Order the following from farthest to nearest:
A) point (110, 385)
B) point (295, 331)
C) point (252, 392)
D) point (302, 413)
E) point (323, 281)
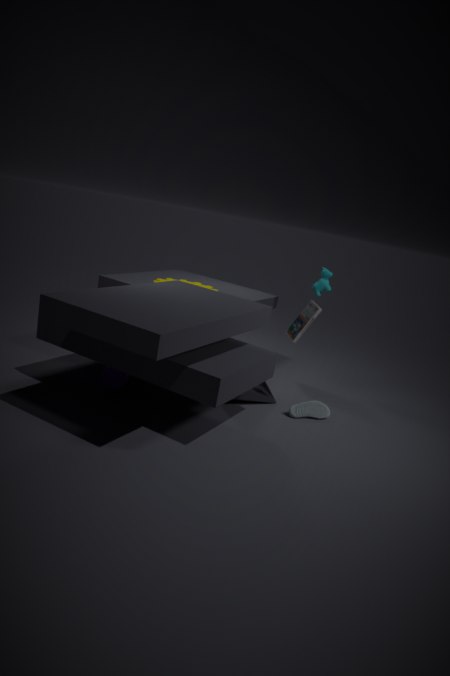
1. point (323, 281)
2. point (295, 331)
3. point (302, 413)
4. point (252, 392)
5. point (110, 385)
